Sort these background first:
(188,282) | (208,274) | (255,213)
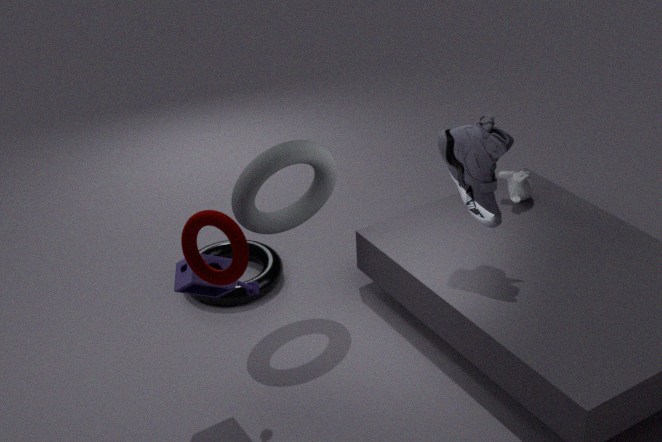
1. (255,213)
2. (188,282)
3. (208,274)
